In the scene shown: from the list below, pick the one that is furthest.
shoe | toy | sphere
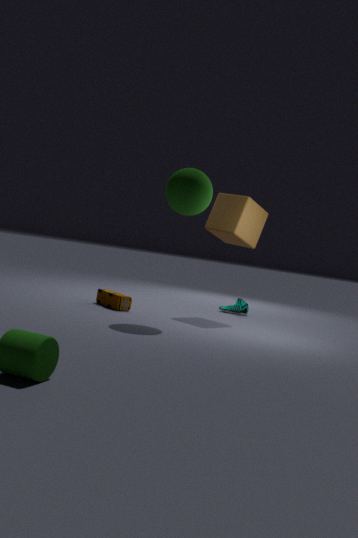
shoe
